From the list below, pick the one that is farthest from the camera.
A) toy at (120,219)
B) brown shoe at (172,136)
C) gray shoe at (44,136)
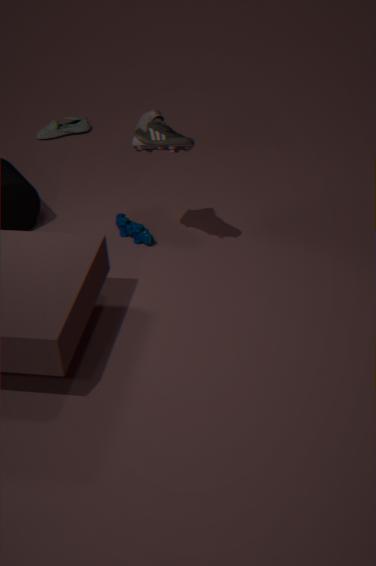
gray shoe at (44,136)
